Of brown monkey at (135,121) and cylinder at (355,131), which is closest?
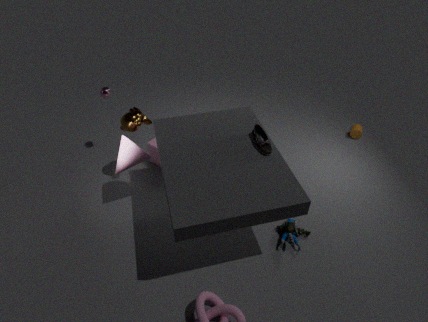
brown monkey at (135,121)
